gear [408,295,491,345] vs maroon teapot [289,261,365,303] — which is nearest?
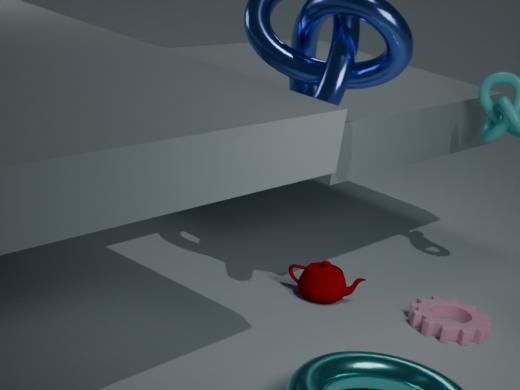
gear [408,295,491,345]
